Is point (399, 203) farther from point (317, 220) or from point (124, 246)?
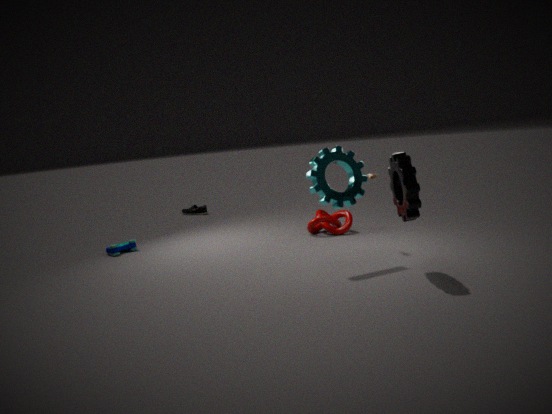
point (124, 246)
